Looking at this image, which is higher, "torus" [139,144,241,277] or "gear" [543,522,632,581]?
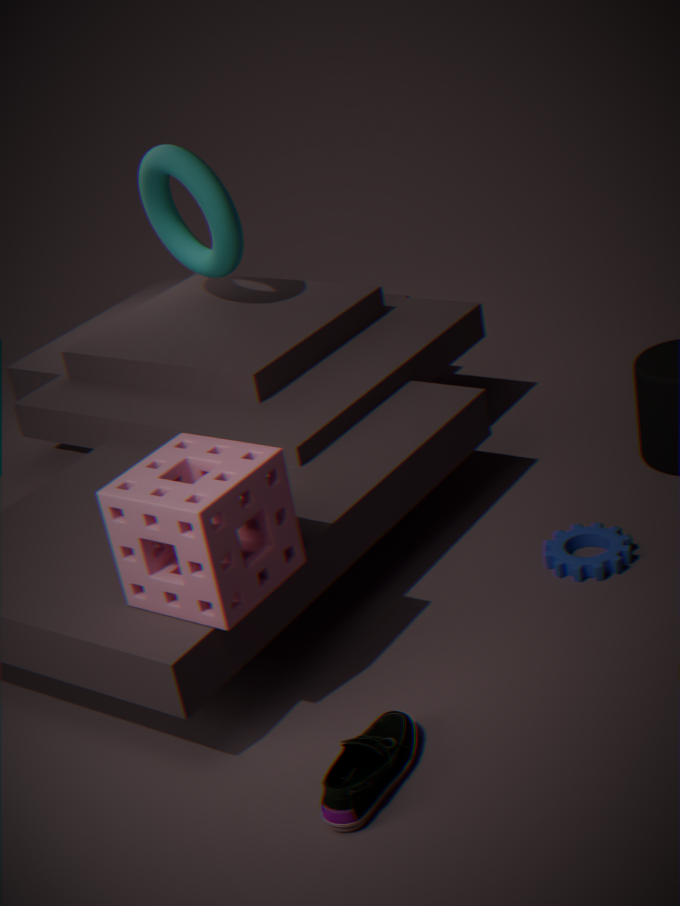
"torus" [139,144,241,277]
